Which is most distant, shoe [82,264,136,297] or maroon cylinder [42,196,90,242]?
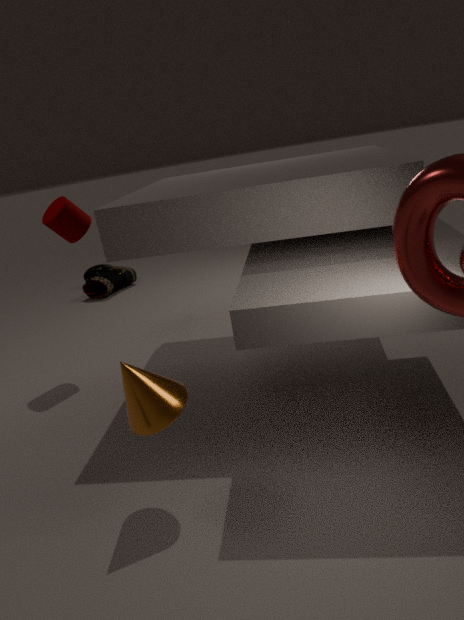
shoe [82,264,136,297]
